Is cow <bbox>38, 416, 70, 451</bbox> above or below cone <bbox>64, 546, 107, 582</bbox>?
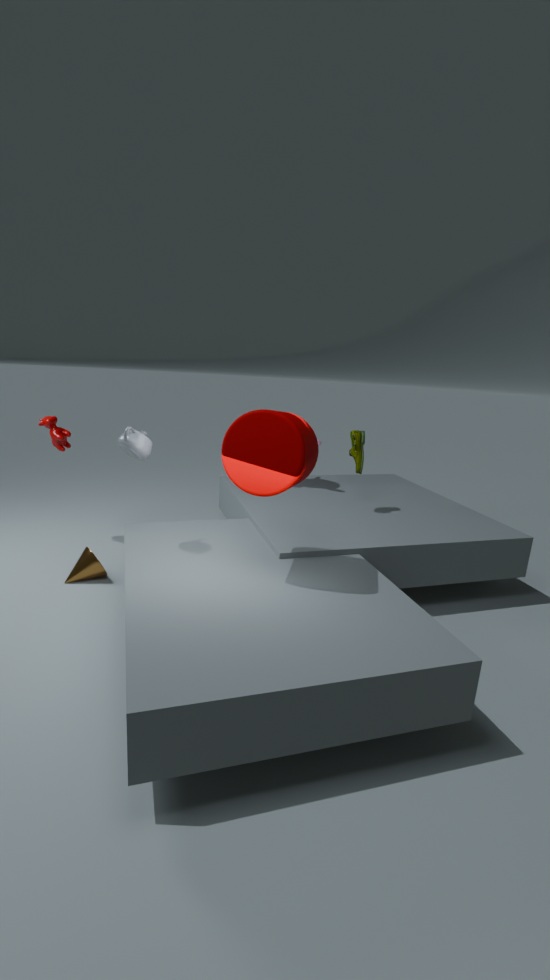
above
